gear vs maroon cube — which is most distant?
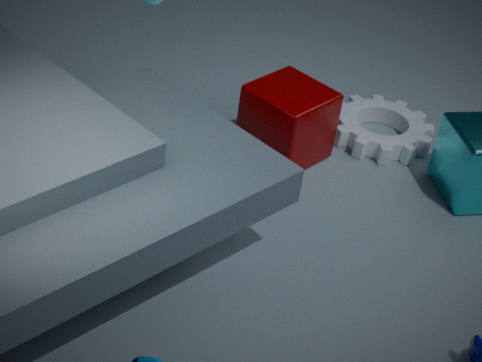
gear
